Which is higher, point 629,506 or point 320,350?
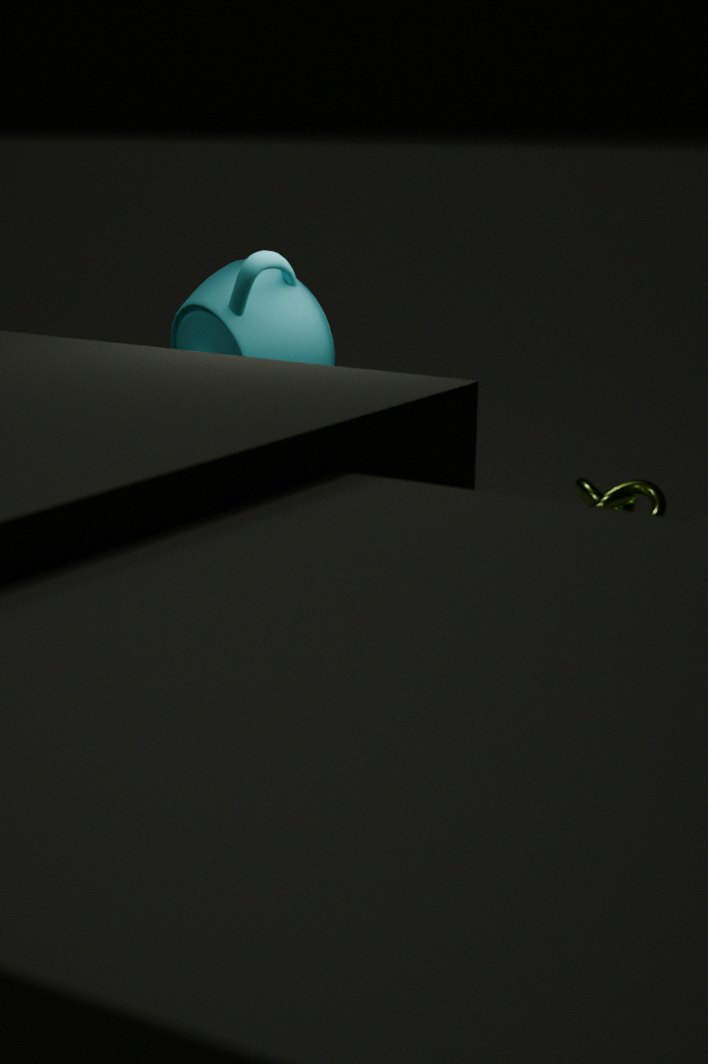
point 320,350
